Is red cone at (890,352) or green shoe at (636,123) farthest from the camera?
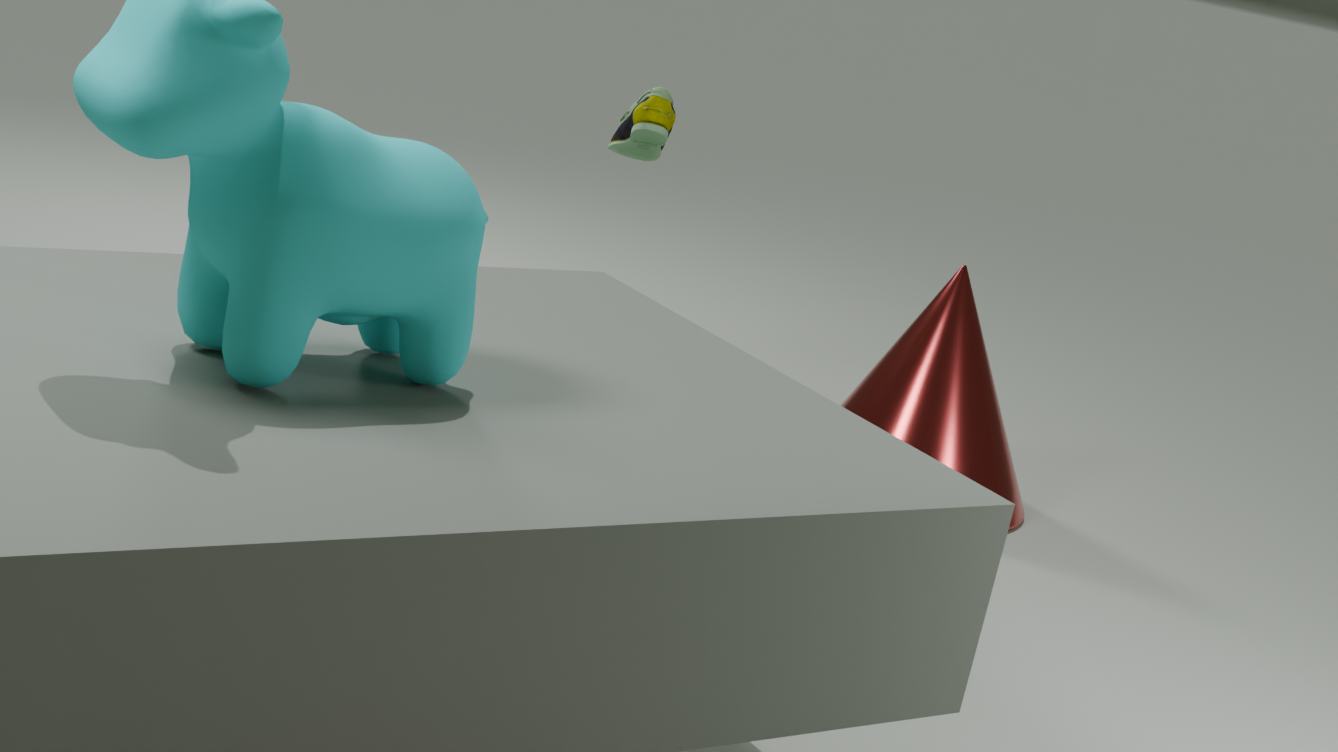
red cone at (890,352)
